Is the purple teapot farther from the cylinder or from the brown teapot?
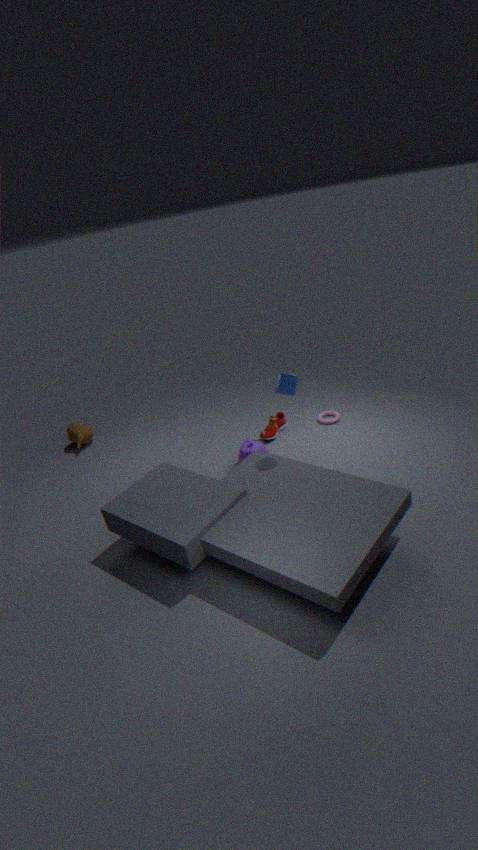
the brown teapot
